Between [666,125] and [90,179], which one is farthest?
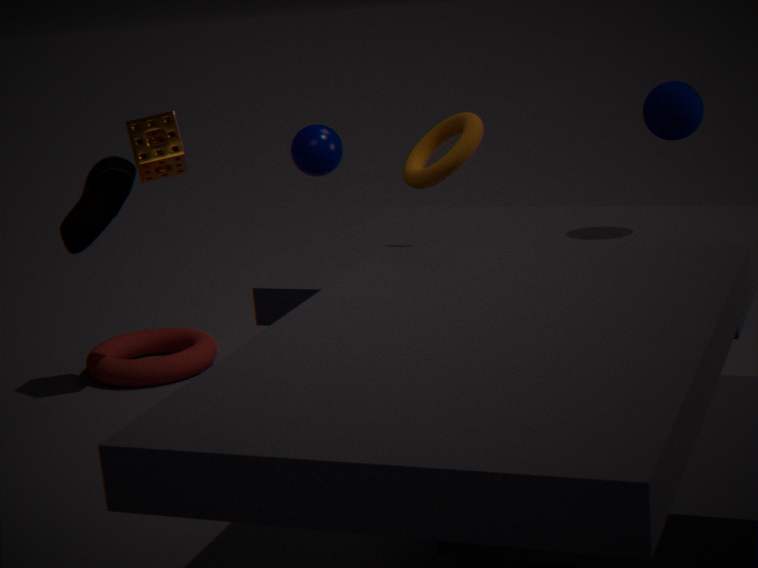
[666,125]
